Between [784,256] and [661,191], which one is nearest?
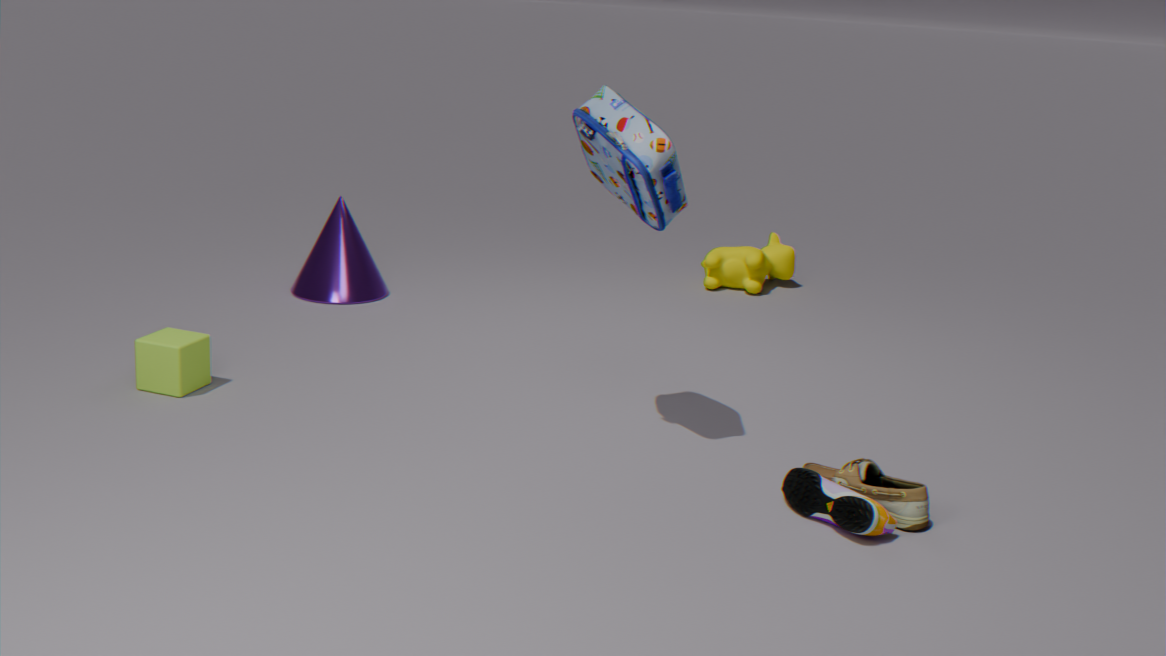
[661,191]
